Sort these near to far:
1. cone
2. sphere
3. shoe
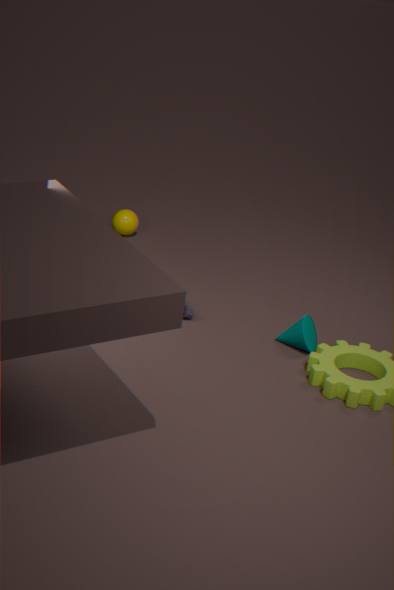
Result: cone < shoe < sphere
